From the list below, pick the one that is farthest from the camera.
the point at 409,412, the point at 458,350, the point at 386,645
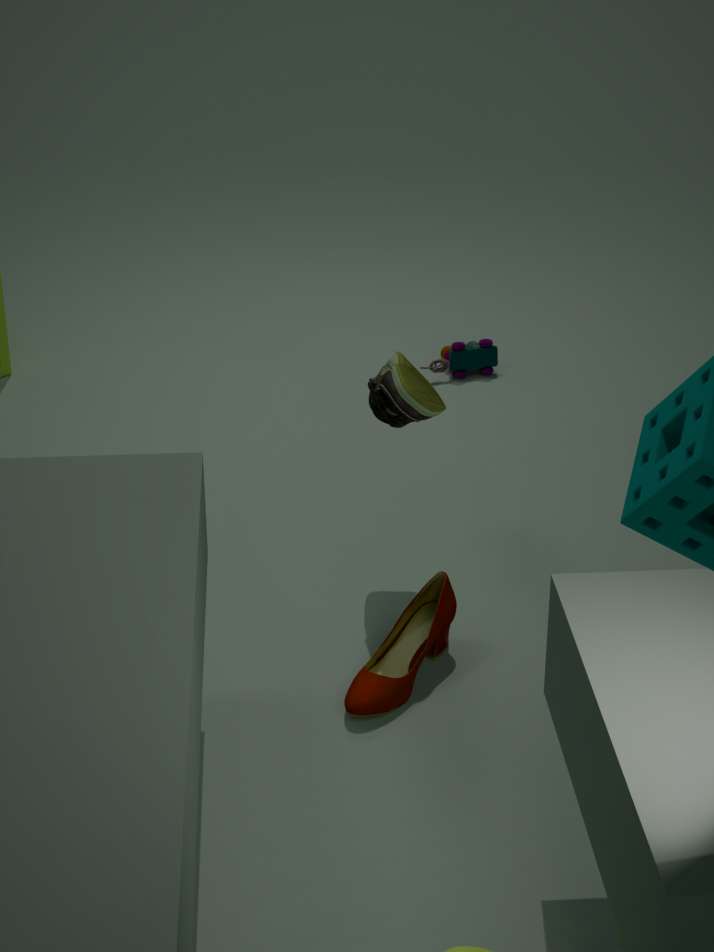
the point at 458,350
